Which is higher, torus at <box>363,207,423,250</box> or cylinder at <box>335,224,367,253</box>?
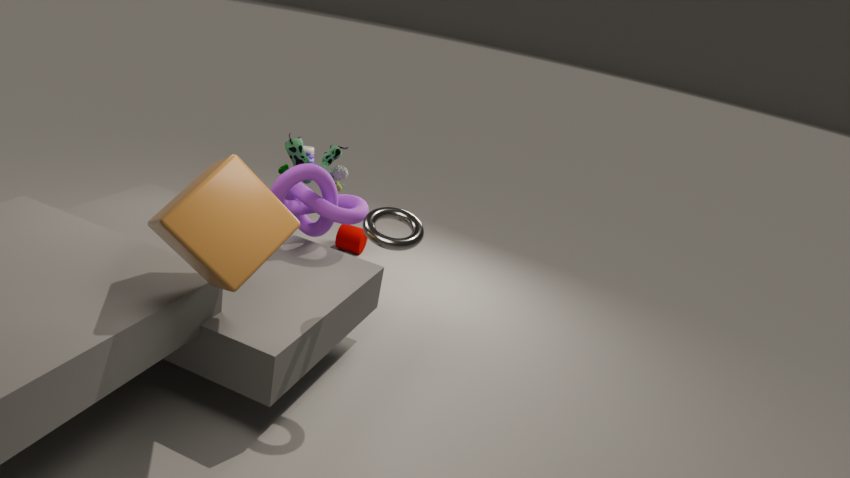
torus at <box>363,207,423,250</box>
